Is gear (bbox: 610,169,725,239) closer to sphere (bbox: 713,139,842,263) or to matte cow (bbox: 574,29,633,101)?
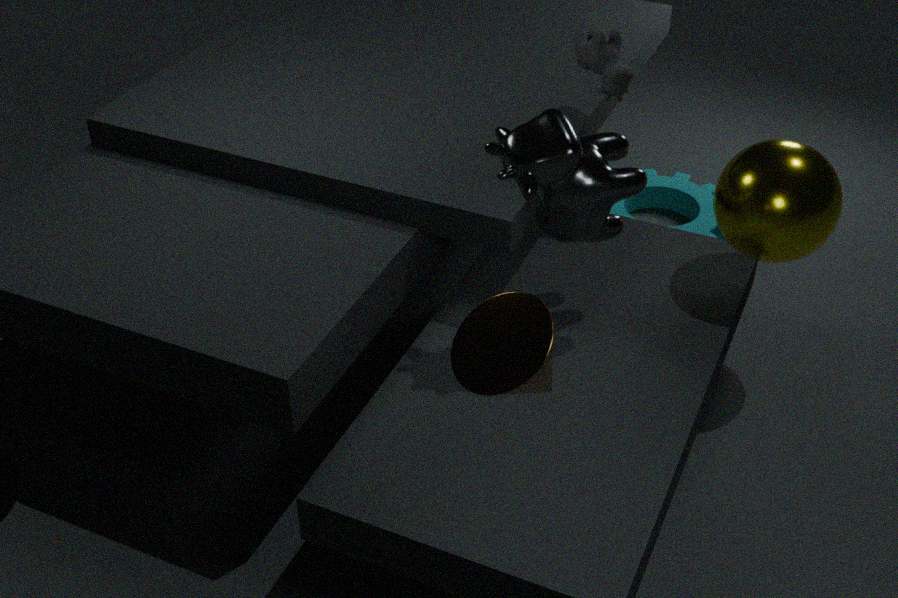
sphere (bbox: 713,139,842,263)
